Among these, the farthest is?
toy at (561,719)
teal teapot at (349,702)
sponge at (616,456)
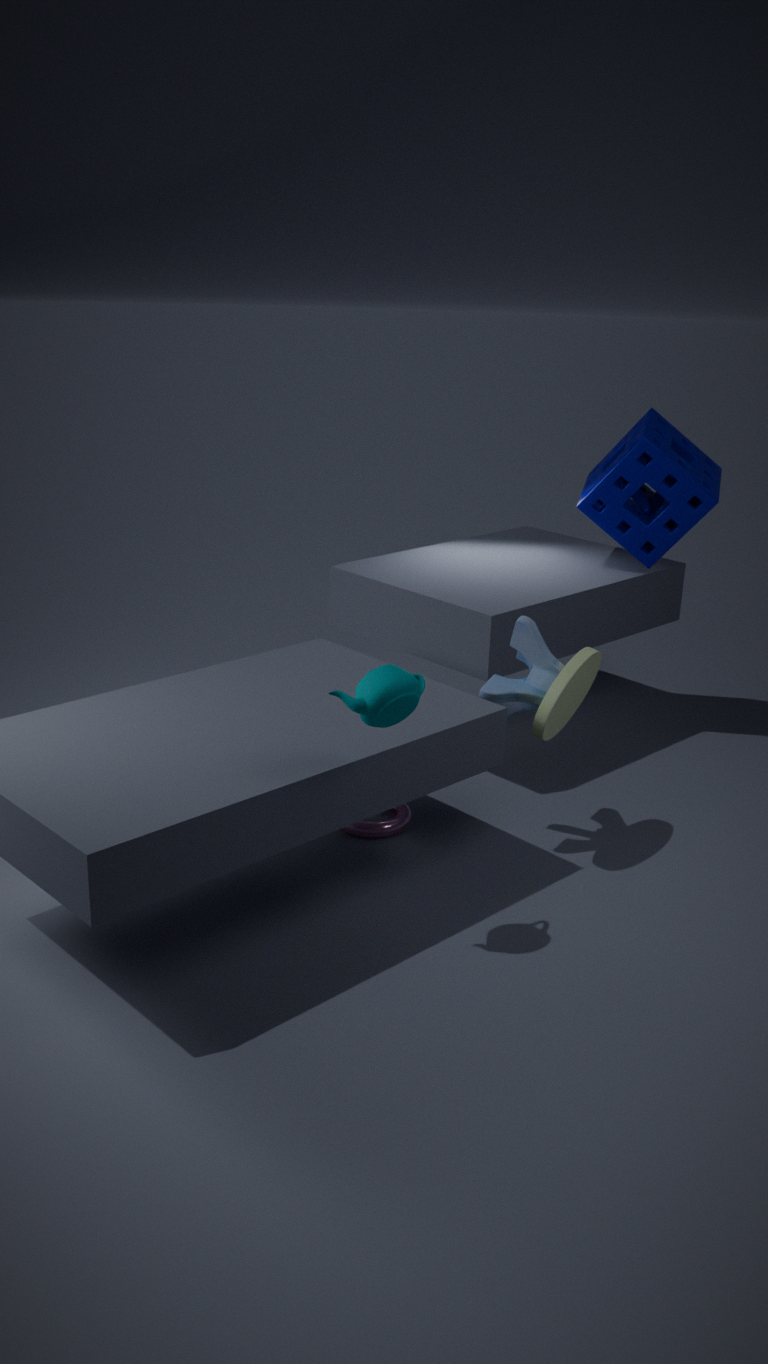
sponge at (616,456)
